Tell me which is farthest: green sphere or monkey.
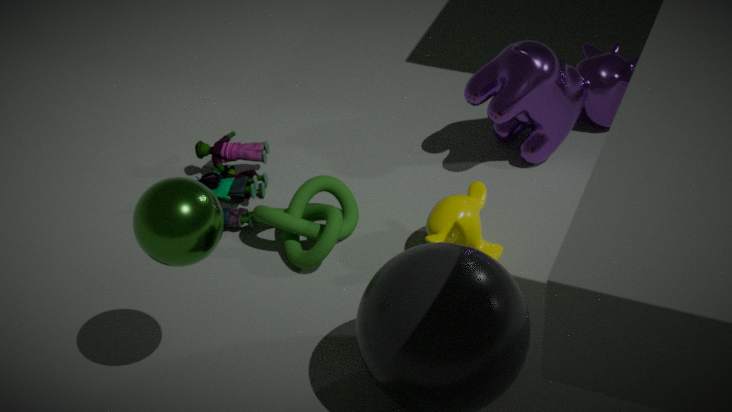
monkey
